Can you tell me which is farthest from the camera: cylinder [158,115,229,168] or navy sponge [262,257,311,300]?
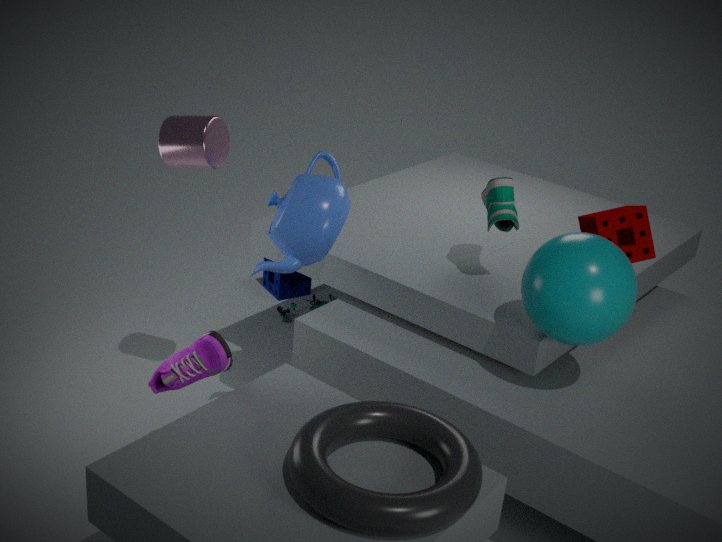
navy sponge [262,257,311,300]
